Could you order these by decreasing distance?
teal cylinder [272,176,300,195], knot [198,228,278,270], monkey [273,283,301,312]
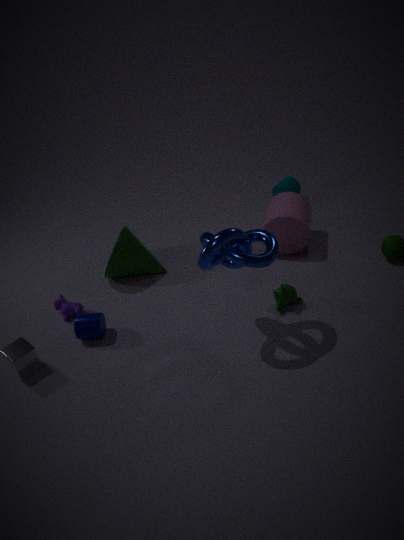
teal cylinder [272,176,300,195], monkey [273,283,301,312], knot [198,228,278,270]
